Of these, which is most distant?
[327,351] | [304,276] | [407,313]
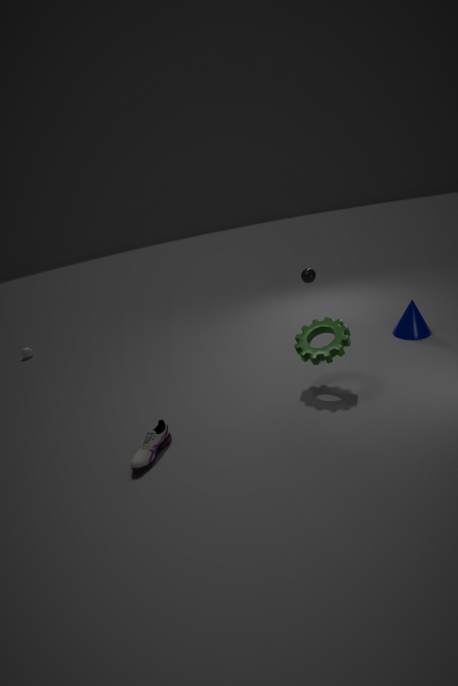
[407,313]
